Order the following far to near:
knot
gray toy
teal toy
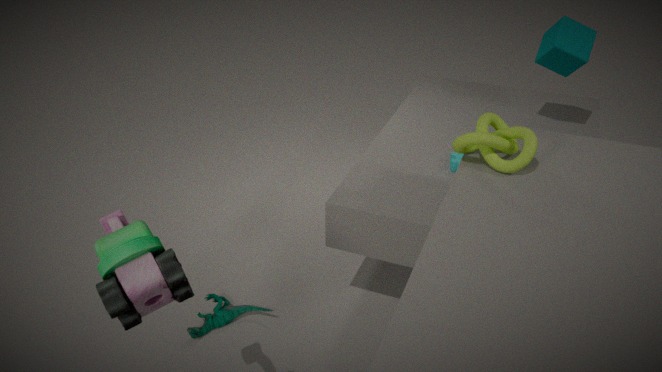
teal toy → knot → gray toy
